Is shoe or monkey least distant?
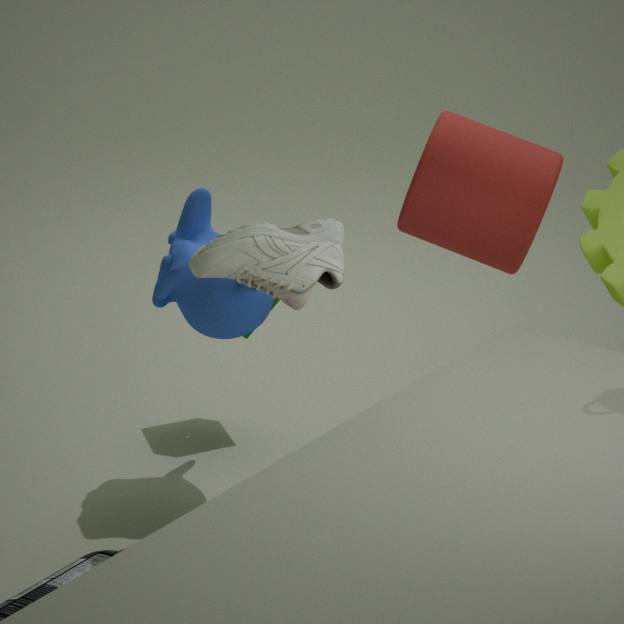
shoe
